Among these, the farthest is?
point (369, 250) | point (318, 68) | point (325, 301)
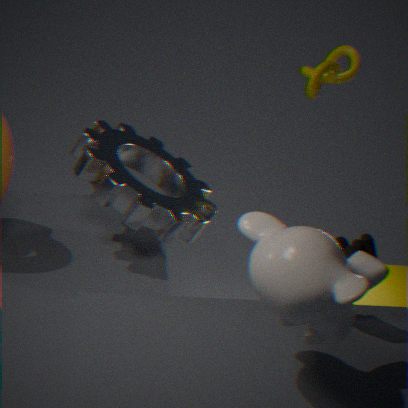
point (318, 68)
